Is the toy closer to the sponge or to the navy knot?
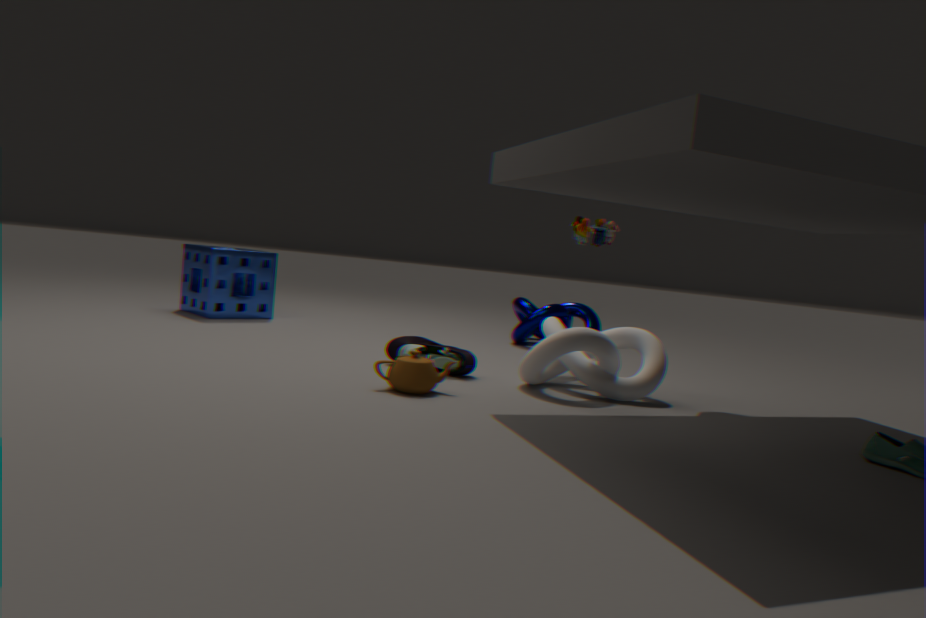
the navy knot
